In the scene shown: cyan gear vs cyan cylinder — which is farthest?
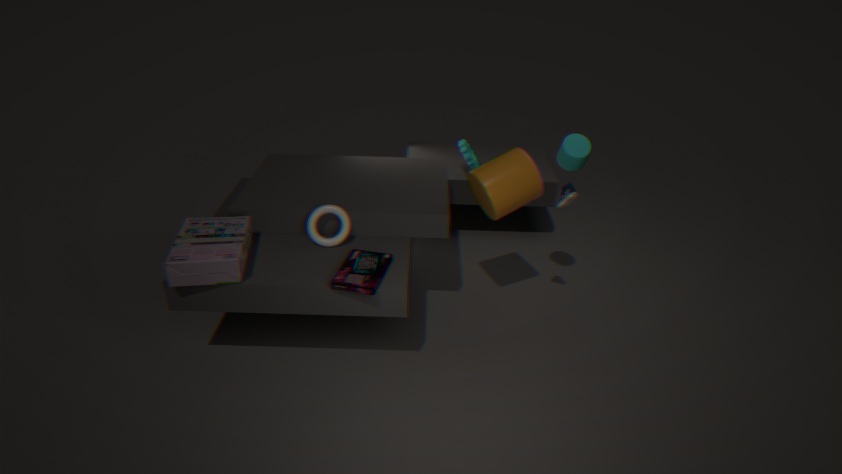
cyan gear
